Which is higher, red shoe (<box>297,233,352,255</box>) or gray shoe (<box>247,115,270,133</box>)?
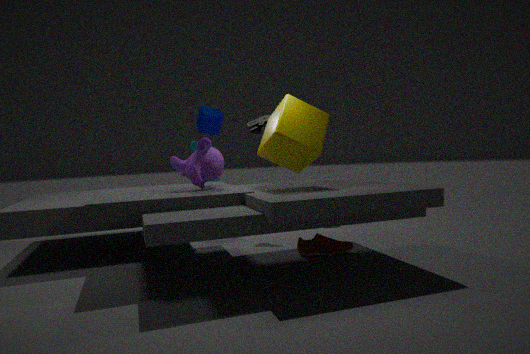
gray shoe (<box>247,115,270,133</box>)
